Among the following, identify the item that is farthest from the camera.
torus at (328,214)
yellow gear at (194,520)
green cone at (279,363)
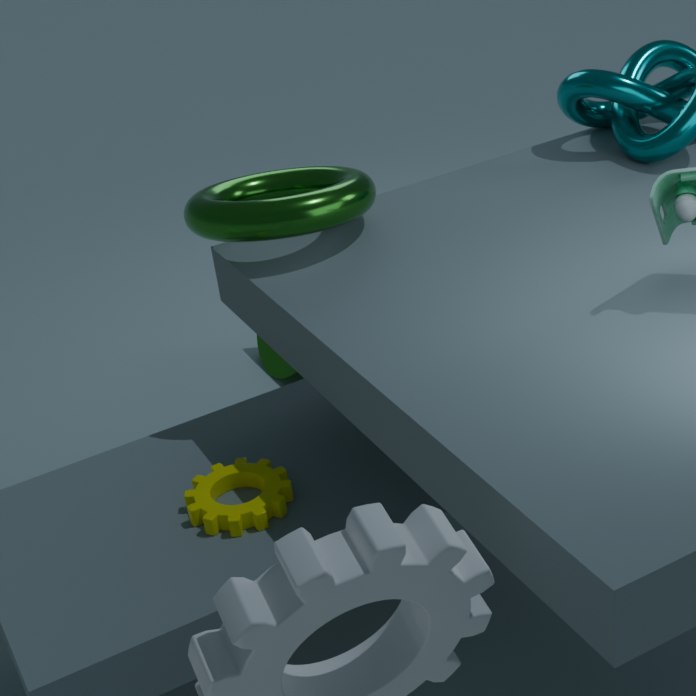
green cone at (279,363)
